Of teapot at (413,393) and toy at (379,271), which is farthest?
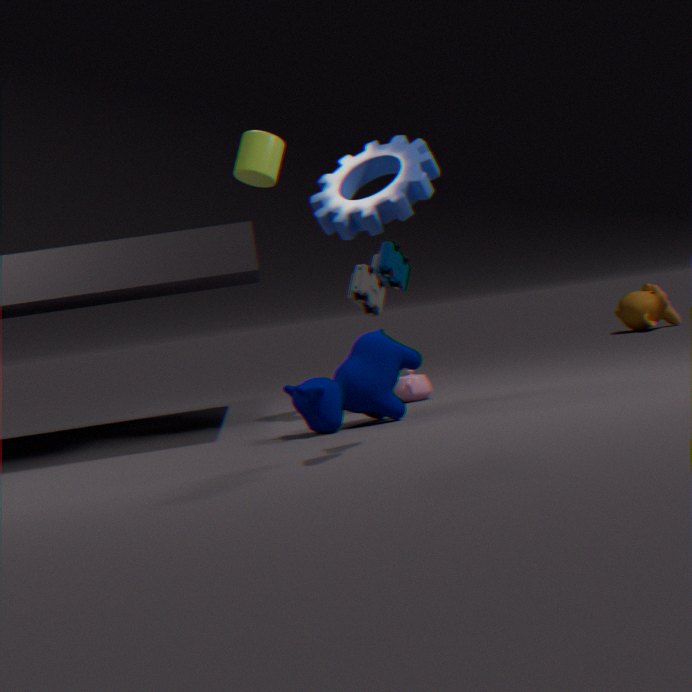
teapot at (413,393)
